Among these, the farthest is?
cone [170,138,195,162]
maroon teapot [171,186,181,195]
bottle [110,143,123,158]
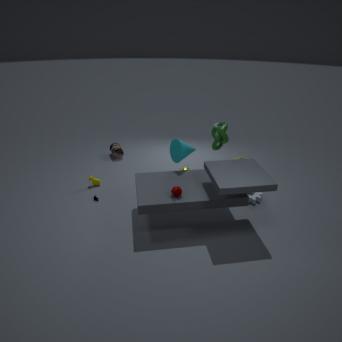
bottle [110,143,123,158]
